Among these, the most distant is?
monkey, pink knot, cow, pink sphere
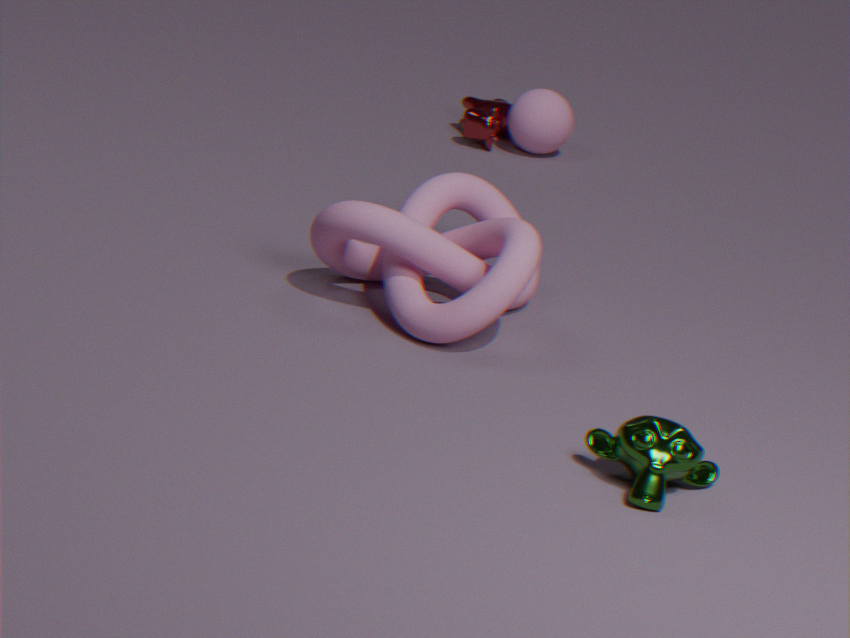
cow
